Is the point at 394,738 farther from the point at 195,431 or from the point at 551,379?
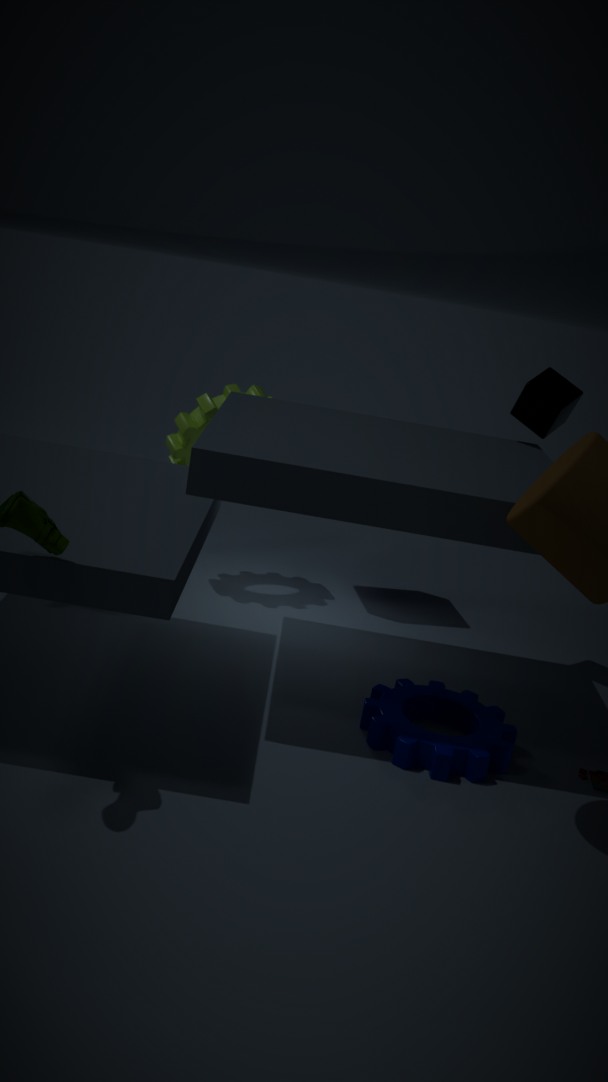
the point at 195,431
